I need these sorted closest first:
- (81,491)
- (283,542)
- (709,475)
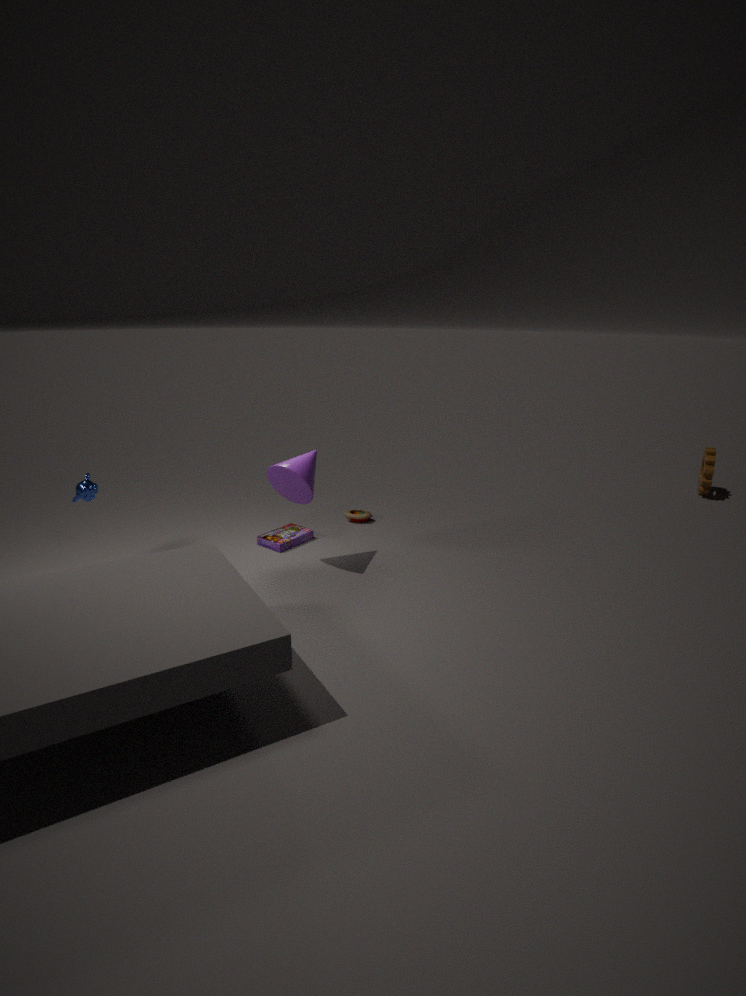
1. (81,491)
2. (283,542)
3. (709,475)
